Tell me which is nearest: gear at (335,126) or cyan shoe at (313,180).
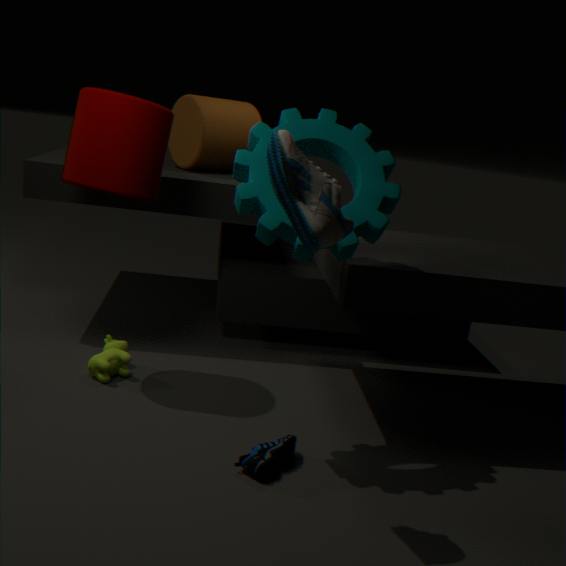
cyan shoe at (313,180)
